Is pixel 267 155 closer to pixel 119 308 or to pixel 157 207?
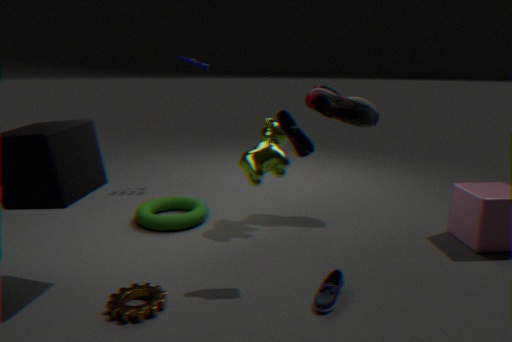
pixel 157 207
